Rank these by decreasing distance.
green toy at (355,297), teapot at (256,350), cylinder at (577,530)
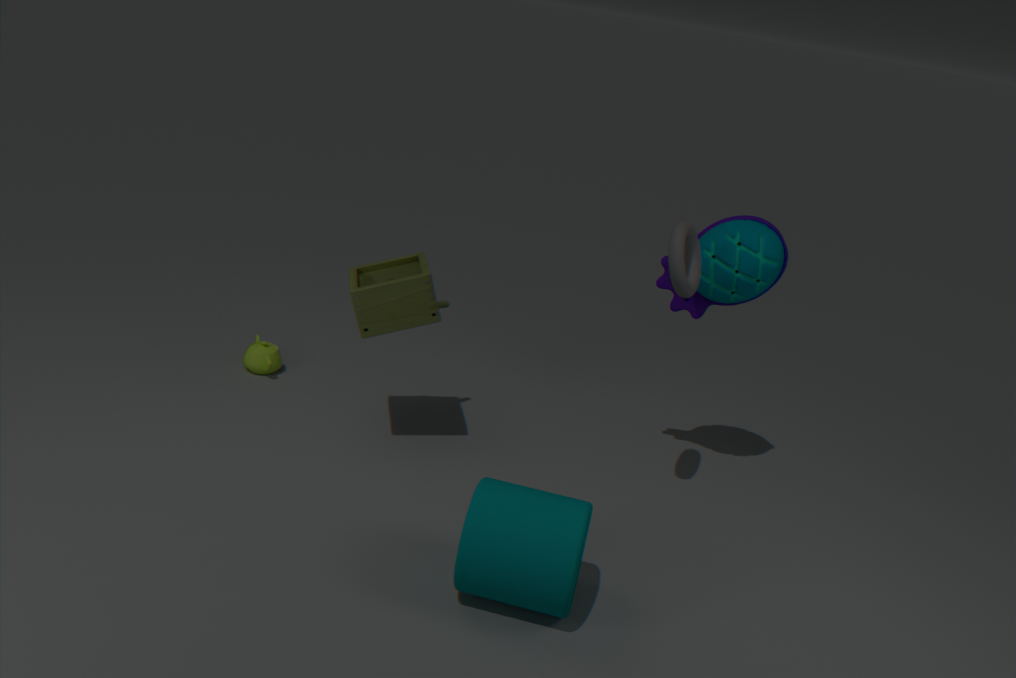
teapot at (256,350), green toy at (355,297), cylinder at (577,530)
